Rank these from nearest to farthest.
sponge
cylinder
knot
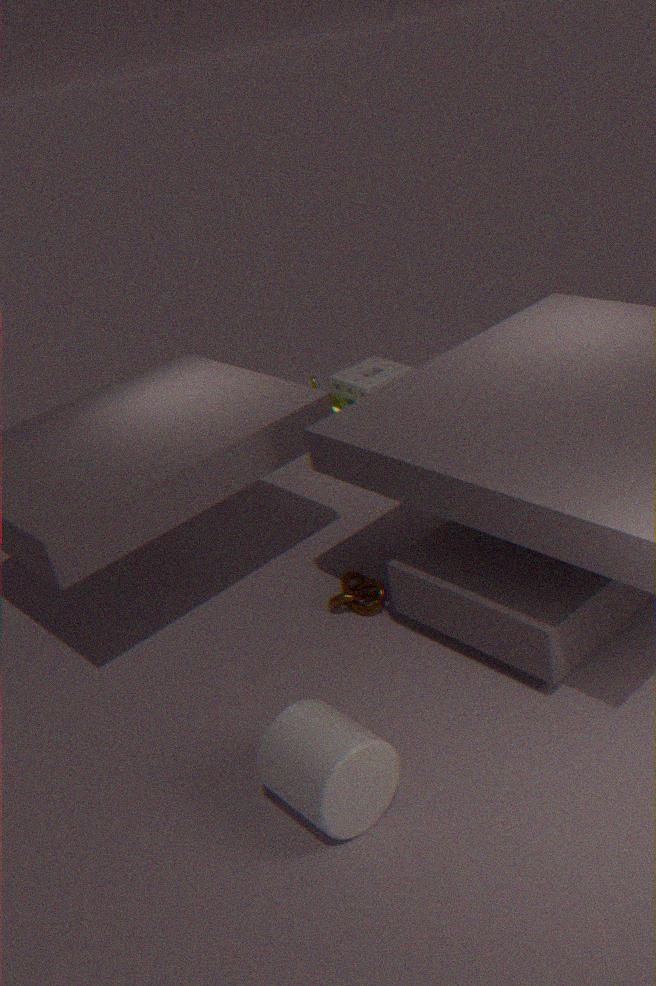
cylinder, knot, sponge
